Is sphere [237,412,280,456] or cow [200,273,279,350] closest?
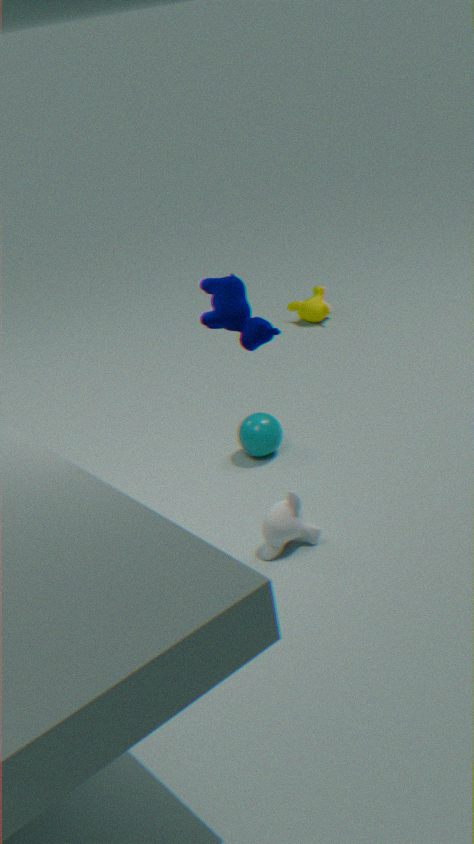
cow [200,273,279,350]
